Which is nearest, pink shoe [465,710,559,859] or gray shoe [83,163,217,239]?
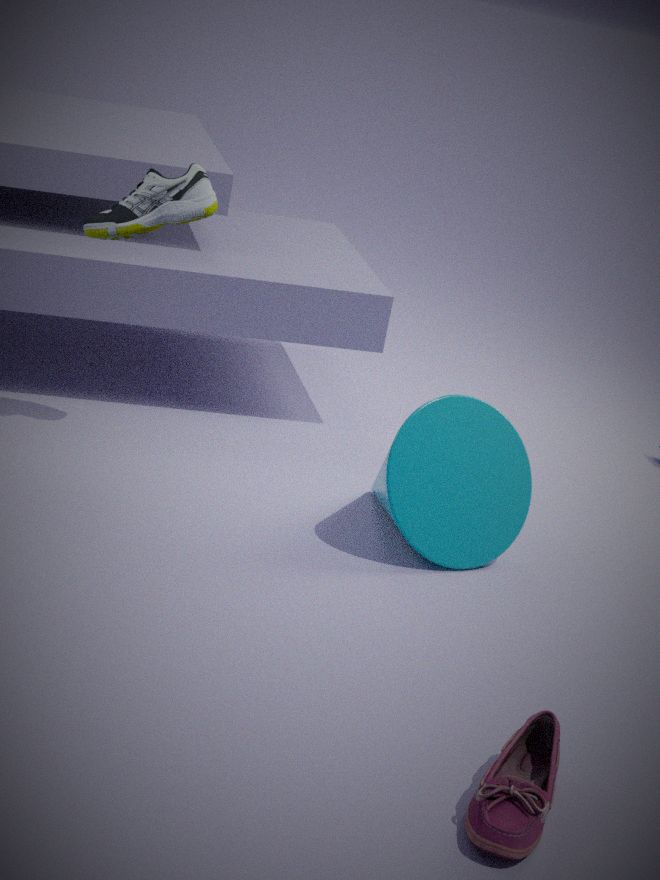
pink shoe [465,710,559,859]
